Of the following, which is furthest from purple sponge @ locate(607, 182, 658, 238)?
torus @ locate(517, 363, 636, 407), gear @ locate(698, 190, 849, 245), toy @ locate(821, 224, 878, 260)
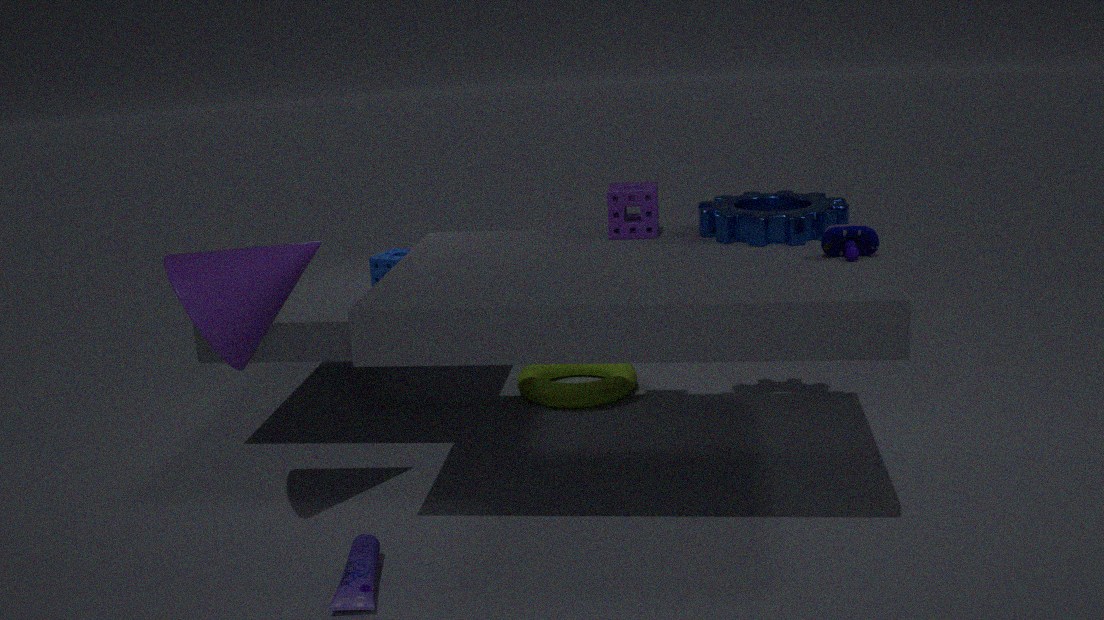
torus @ locate(517, 363, 636, 407)
